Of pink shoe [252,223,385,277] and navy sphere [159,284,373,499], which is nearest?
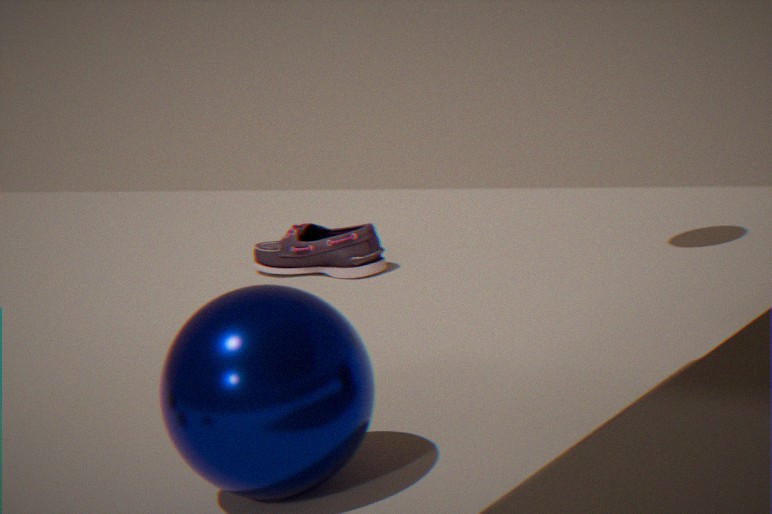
navy sphere [159,284,373,499]
